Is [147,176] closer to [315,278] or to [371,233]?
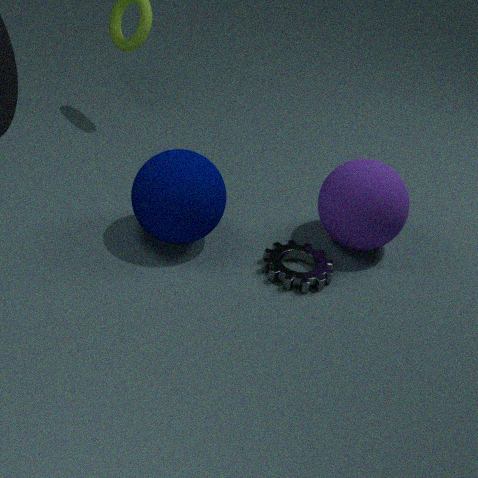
[315,278]
